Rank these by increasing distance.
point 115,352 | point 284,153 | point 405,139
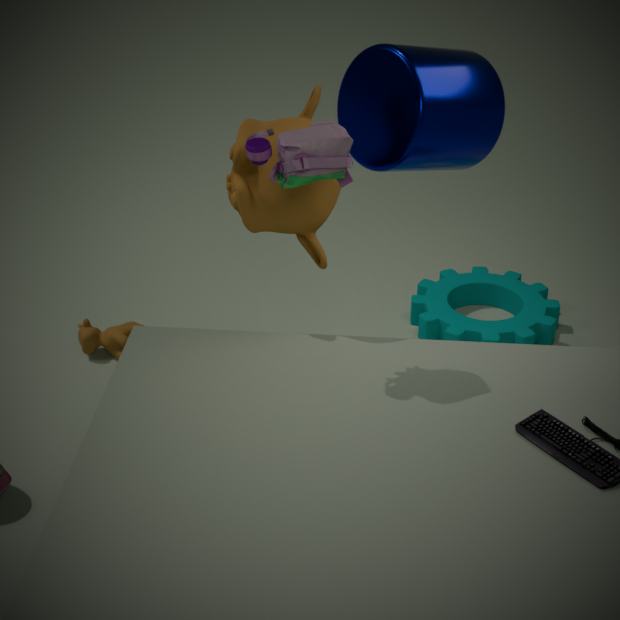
point 284,153, point 405,139, point 115,352
